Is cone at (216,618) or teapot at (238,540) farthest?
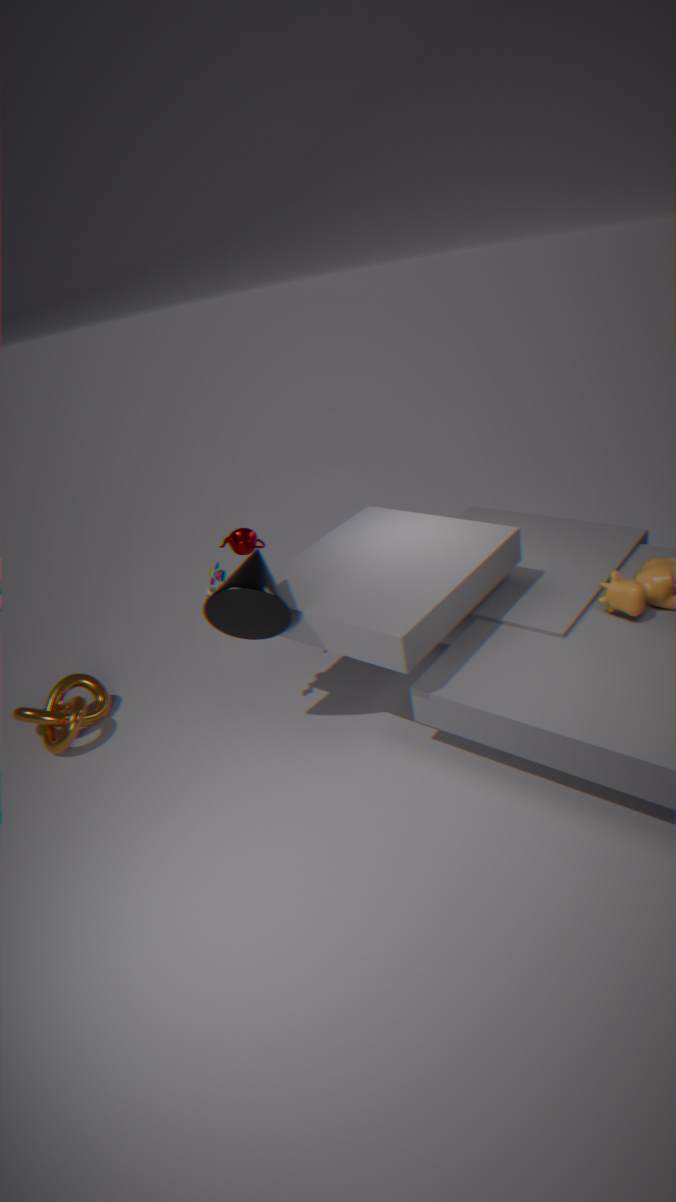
teapot at (238,540)
